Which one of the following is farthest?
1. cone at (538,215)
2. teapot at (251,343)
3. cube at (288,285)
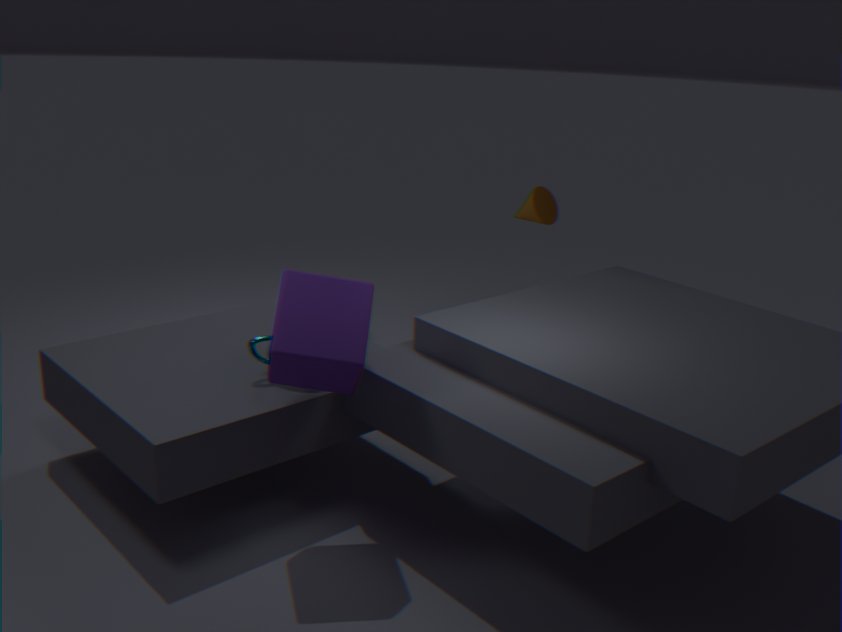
cone at (538,215)
